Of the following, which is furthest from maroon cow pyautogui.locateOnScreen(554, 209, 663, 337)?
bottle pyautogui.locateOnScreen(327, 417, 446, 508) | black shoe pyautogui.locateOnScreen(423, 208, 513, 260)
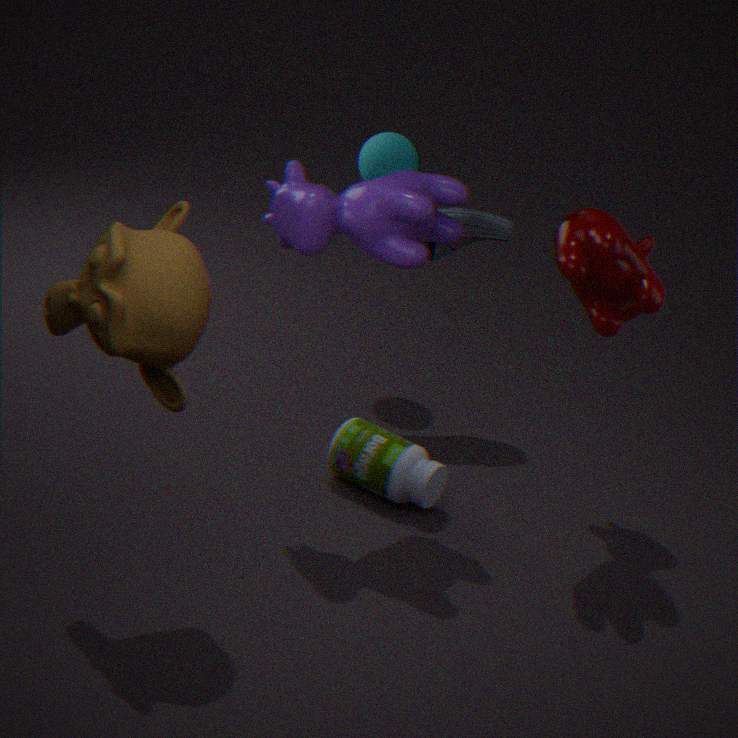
bottle pyautogui.locateOnScreen(327, 417, 446, 508)
